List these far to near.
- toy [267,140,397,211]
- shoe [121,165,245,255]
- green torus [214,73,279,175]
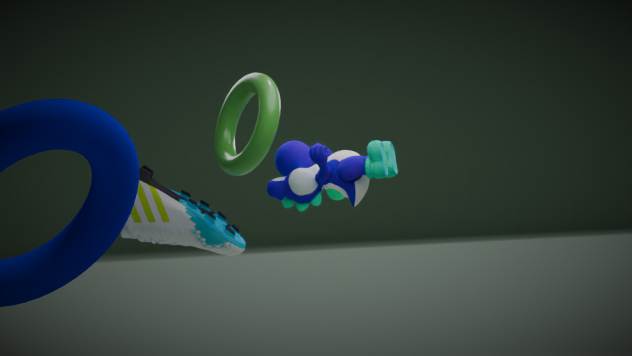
1. shoe [121,165,245,255]
2. toy [267,140,397,211]
3. green torus [214,73,279,175]
